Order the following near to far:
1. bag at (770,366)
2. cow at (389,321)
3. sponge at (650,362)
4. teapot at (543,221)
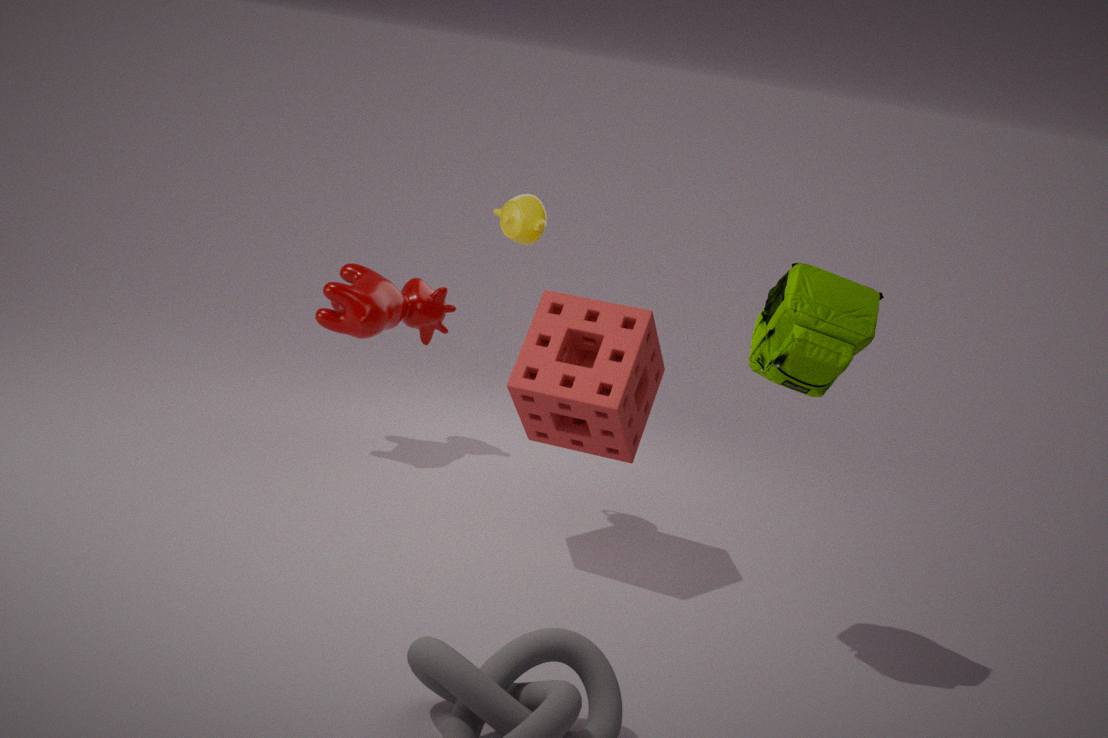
bag at (770,366), sponge at (650,362), teapot at (543,221), cow at (389,321)
